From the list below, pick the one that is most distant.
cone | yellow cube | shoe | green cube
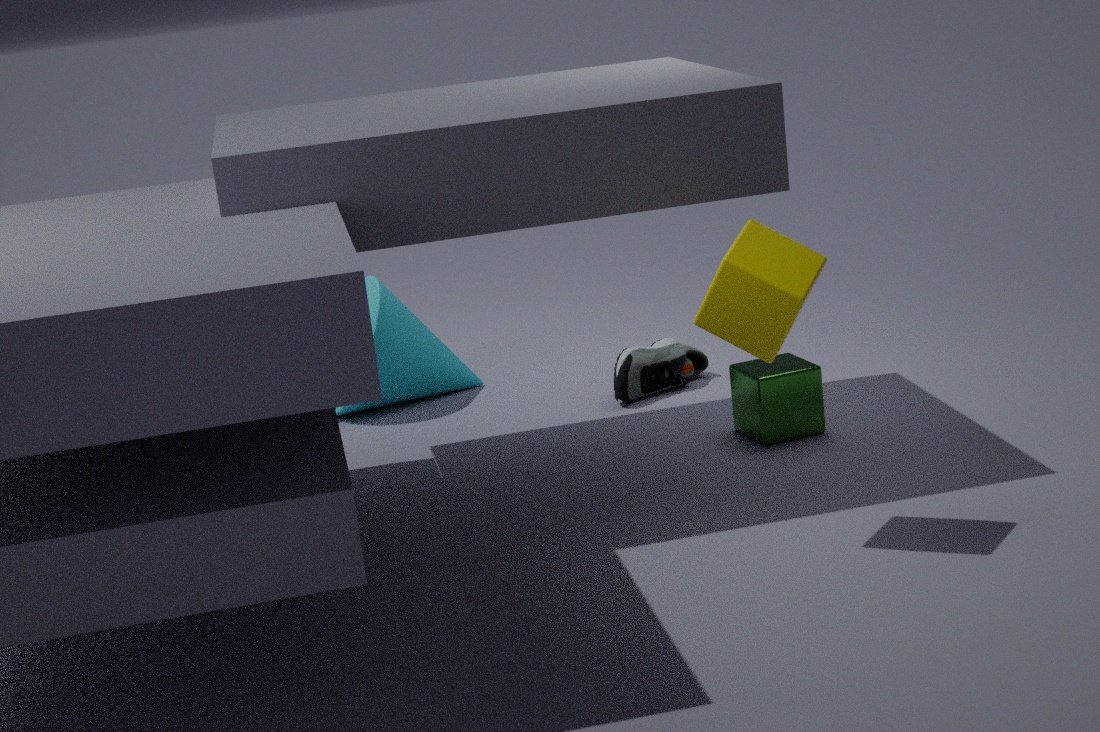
cone
